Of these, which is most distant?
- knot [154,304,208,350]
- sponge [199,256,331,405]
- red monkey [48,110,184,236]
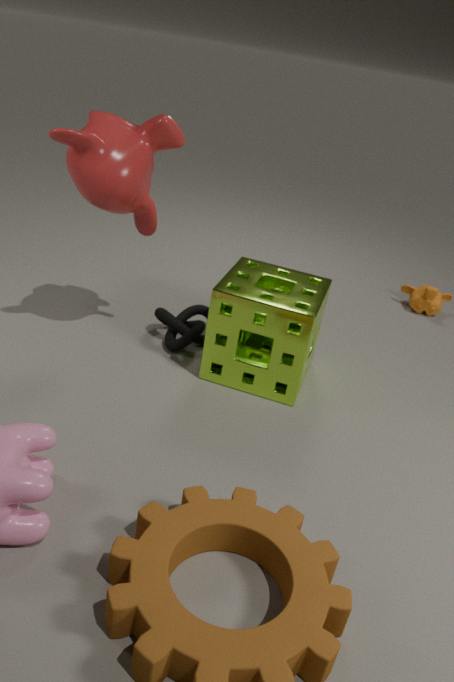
knot [154,304,208,350]
